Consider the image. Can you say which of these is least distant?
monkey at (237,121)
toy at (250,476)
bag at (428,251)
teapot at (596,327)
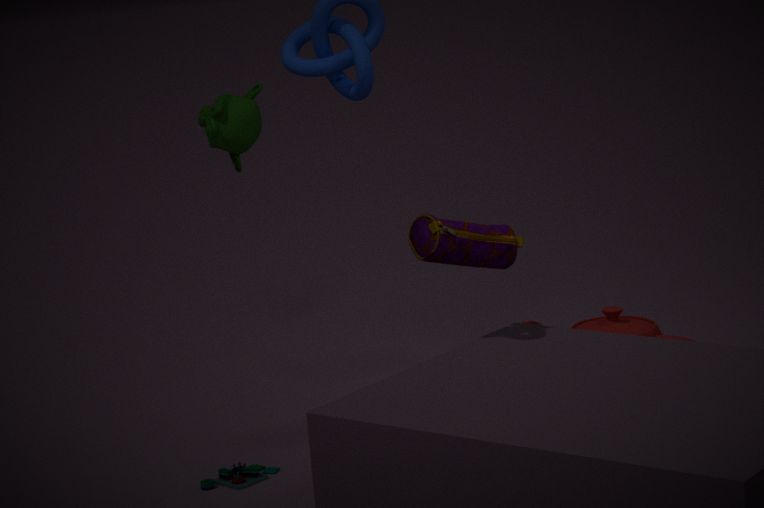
toy at (250,476)
